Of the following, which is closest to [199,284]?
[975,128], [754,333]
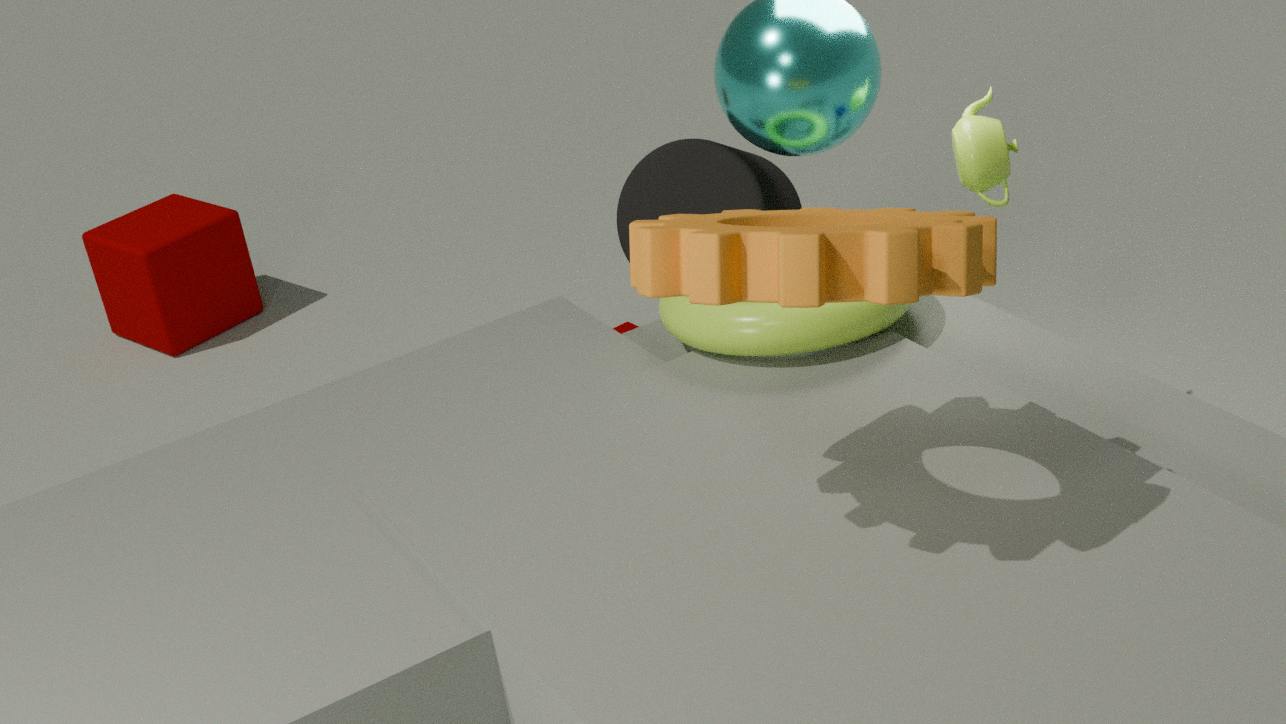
[754,333]
